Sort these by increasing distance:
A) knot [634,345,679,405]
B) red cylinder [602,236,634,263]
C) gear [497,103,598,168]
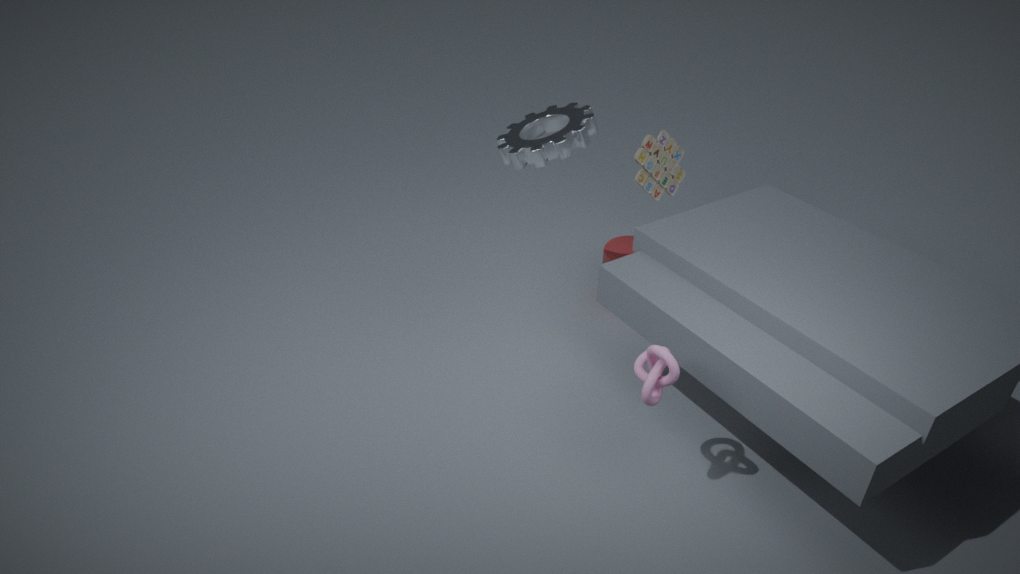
1. knot [634,345,679,405]
2. gear [497,103,598,168]
3. red cylinder [602,236,634,263]
